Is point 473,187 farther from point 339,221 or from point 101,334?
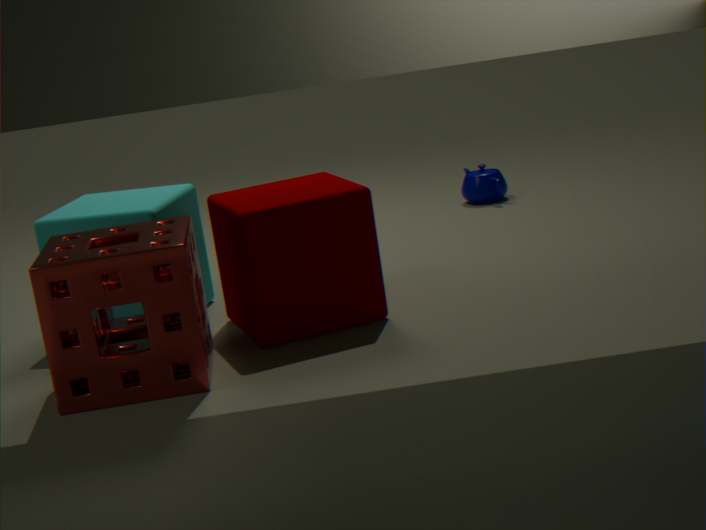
point 101,334
